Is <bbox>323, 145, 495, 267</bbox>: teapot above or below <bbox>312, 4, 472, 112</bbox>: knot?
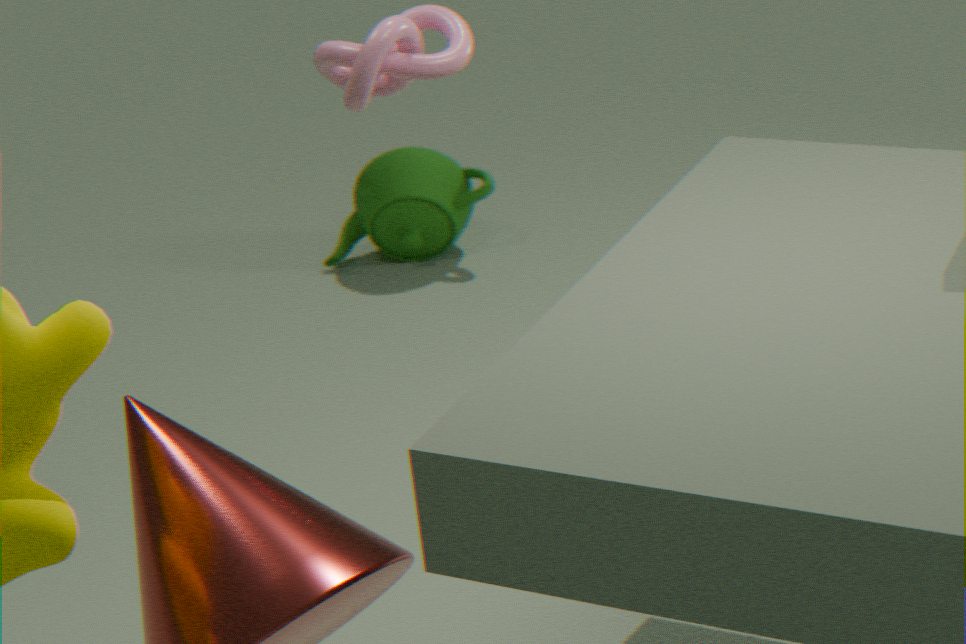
below
